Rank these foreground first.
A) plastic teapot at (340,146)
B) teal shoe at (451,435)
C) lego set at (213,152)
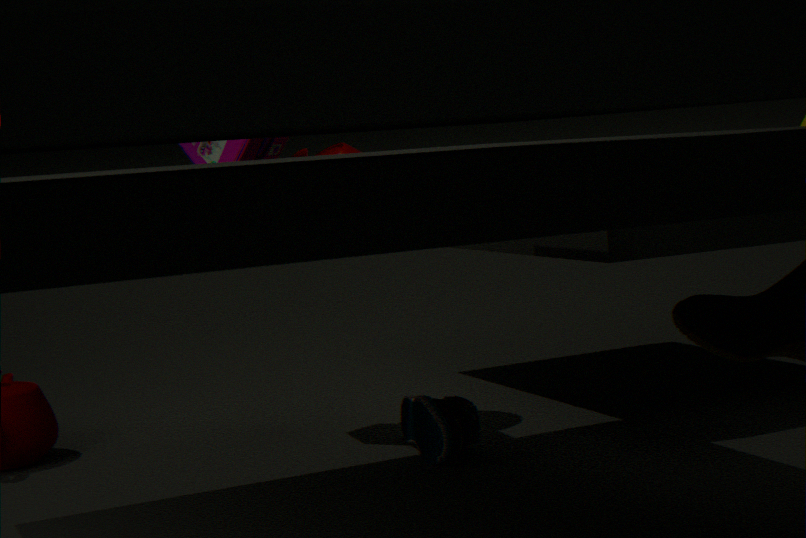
teal shoe at (451,435)
lego set at (213,152)
plastic teapot at (340,146)
